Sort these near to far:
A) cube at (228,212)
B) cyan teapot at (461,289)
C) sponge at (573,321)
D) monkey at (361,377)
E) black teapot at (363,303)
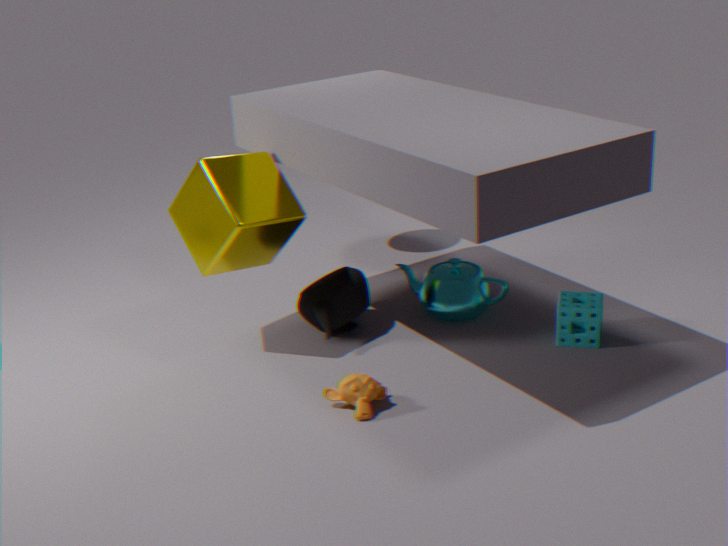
monkey at (361,377) < cube at (228,212) < sponge at (573,321) < black teapot at (363,303) < cyan teapot at (461,289)
